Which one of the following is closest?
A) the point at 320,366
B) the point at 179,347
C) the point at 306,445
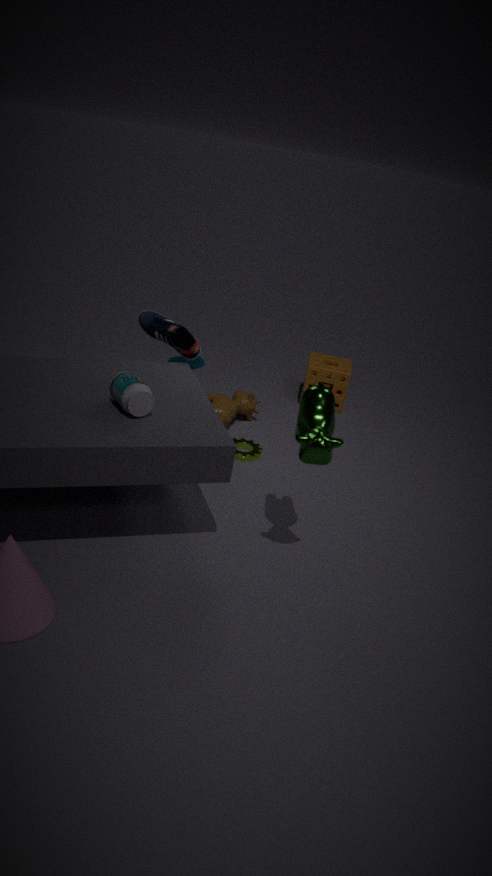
the point at 306,445
